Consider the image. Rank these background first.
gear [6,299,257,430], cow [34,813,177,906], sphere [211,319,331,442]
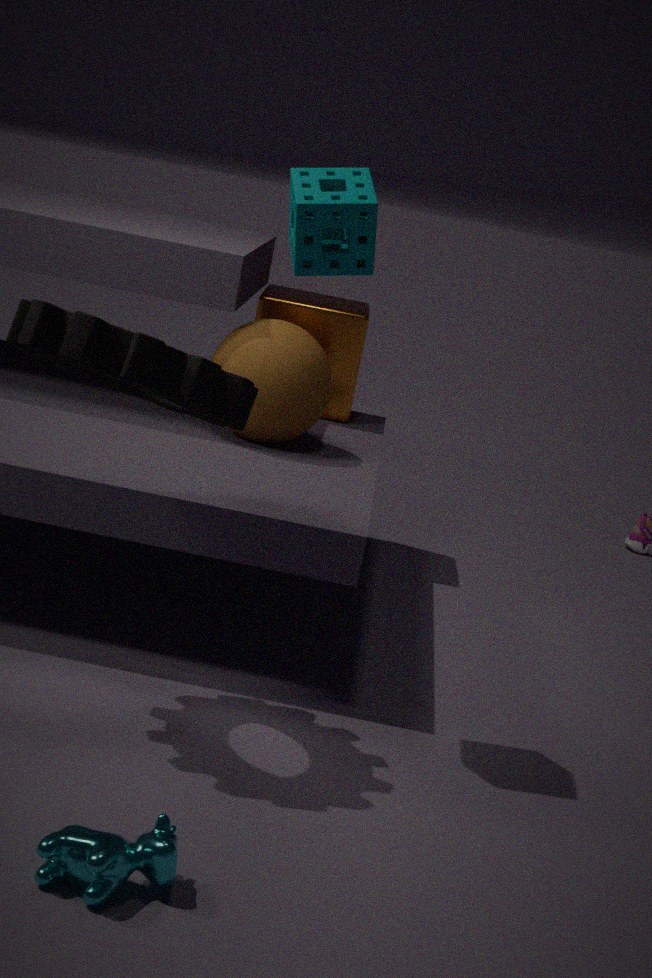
1. sphere [211,319,331,442]
2. gear [6,299,257,430]
3. cow [34,813,177,906]
